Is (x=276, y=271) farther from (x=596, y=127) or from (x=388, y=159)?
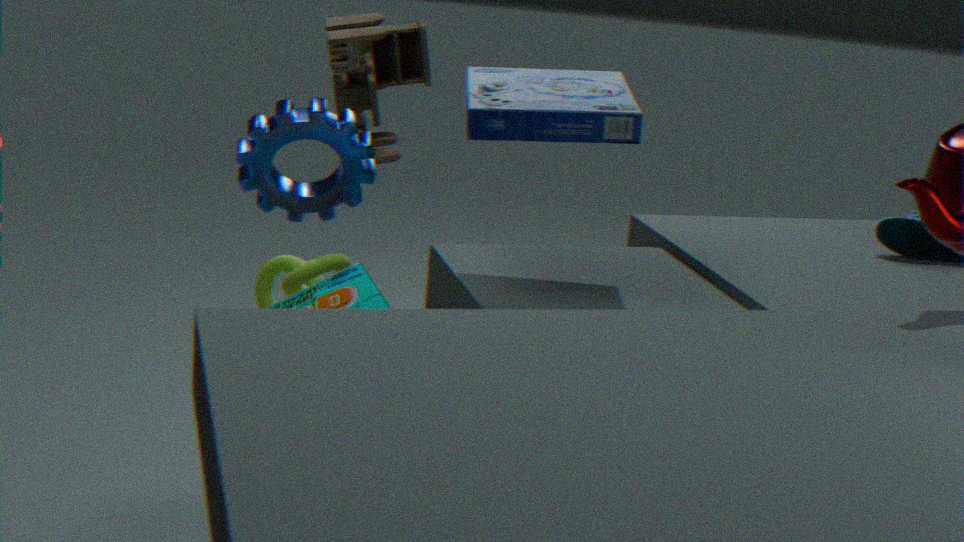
(x=596, y=127)
